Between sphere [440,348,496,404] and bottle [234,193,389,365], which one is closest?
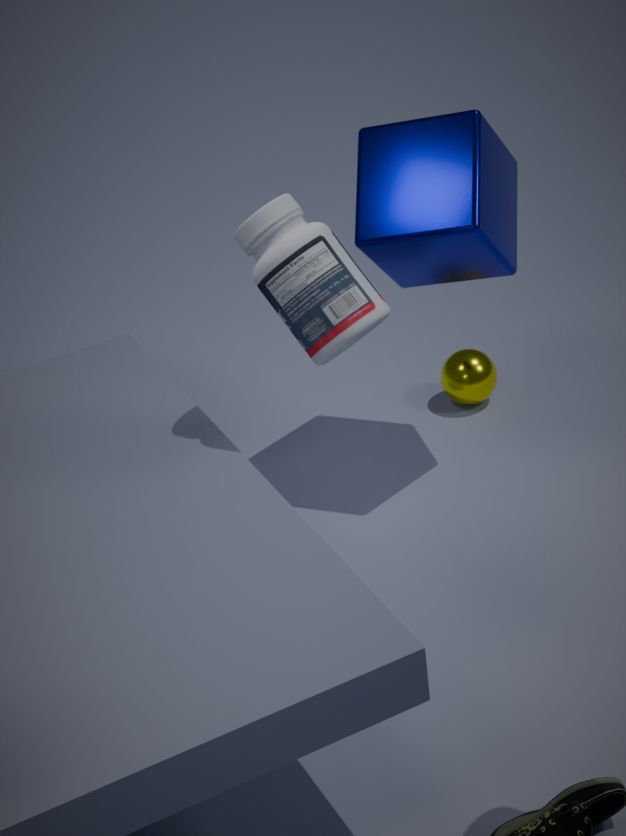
bottle [234,193,389,365]
